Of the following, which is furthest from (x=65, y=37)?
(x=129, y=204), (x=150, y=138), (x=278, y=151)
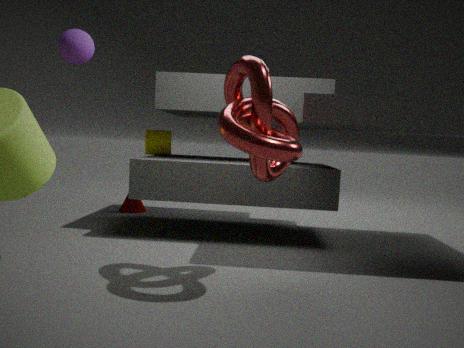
(x=129, y=204)
